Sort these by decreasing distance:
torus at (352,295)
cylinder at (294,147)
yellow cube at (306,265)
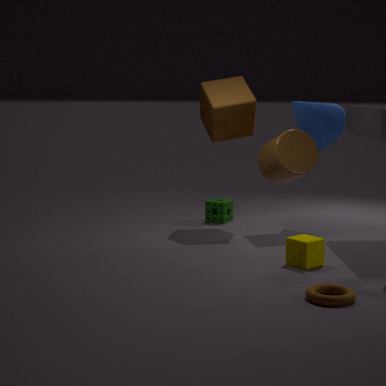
cylinder at (294,147)
yellow cube at (306,265)
torus at (352,295)
